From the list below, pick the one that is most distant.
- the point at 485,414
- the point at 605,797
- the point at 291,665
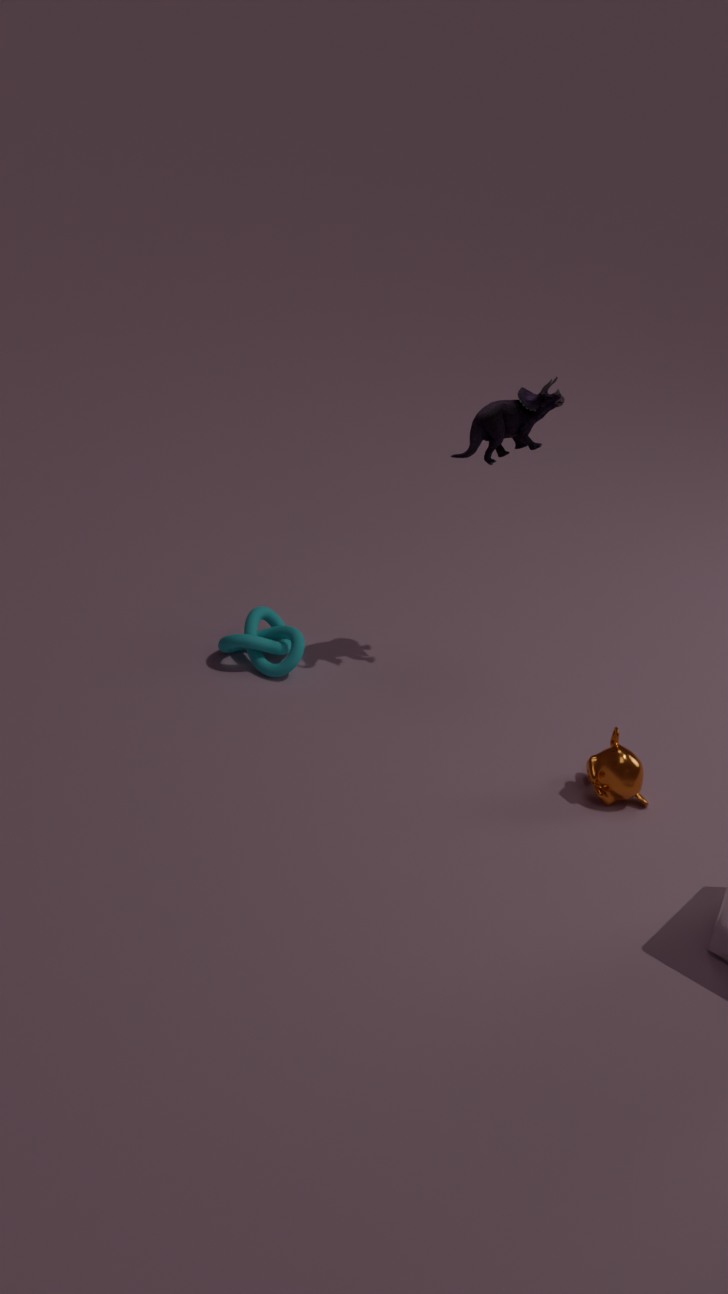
the point at 291,665
